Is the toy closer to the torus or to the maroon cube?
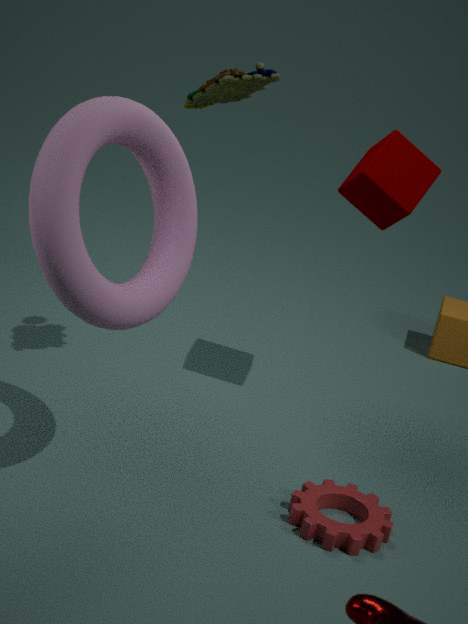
the torus
